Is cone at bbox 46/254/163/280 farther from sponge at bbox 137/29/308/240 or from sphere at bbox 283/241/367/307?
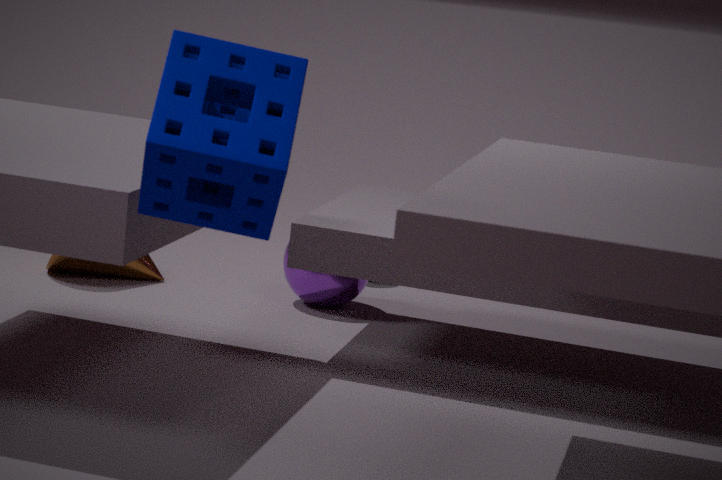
sponge at bbox 137/29/308/240
